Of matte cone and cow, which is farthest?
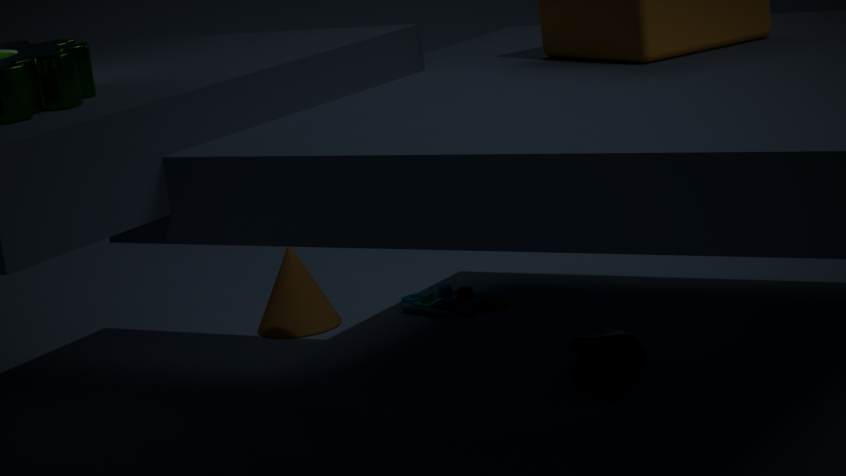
matte cone
